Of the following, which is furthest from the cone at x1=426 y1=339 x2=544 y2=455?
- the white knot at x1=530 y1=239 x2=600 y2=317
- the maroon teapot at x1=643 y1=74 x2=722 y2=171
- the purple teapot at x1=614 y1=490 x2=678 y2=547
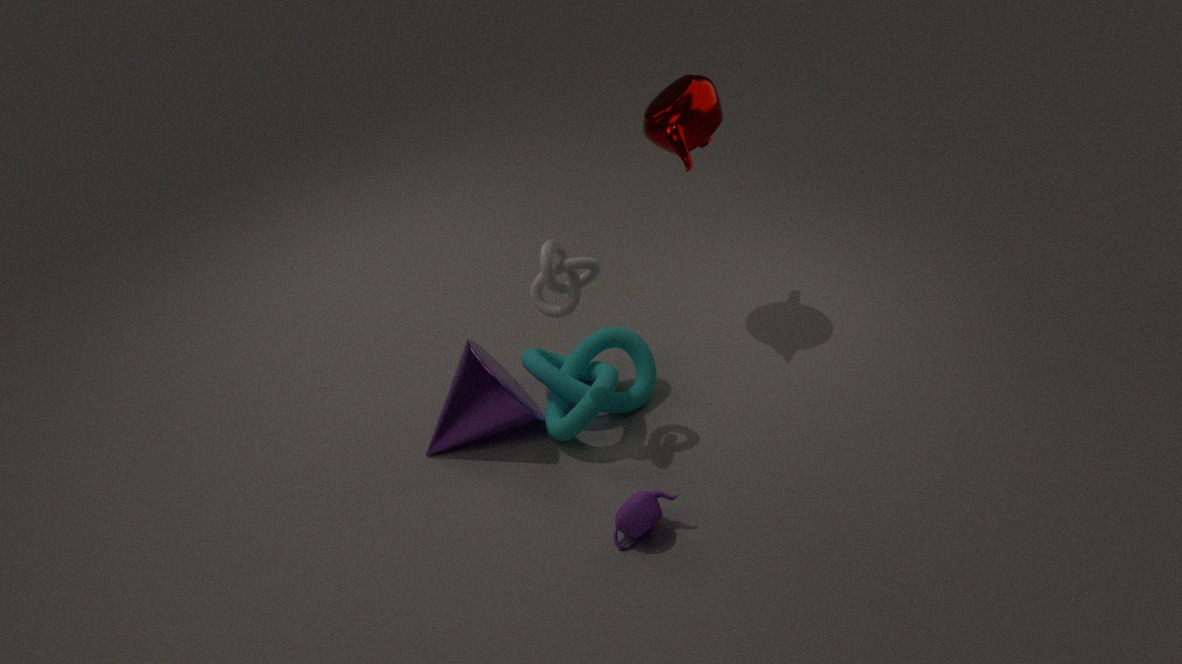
the maroon teapot at x1=643 y1=74 x2=722 y2=171
